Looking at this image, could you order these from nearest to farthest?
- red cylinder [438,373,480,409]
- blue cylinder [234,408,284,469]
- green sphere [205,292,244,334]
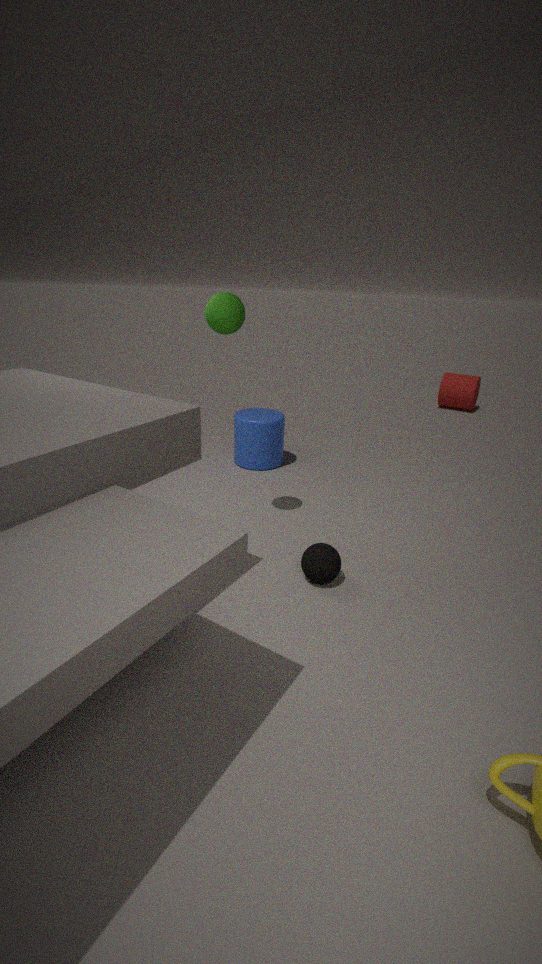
green sphere [205,292,244,334], blue cylinder [234,408,284,469], red cylinder [438,373,480,409]
